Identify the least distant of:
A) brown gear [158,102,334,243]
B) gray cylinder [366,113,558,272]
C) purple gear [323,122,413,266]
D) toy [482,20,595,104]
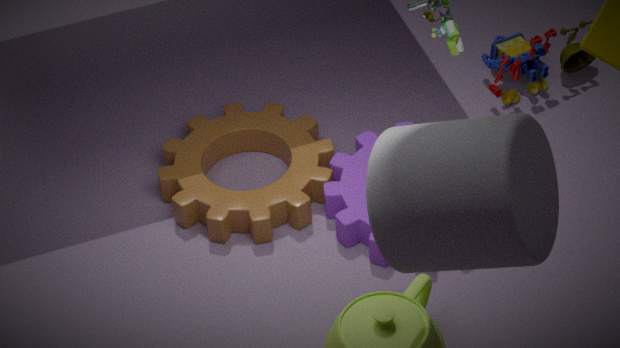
gray cylinder [366,113,558,272]
